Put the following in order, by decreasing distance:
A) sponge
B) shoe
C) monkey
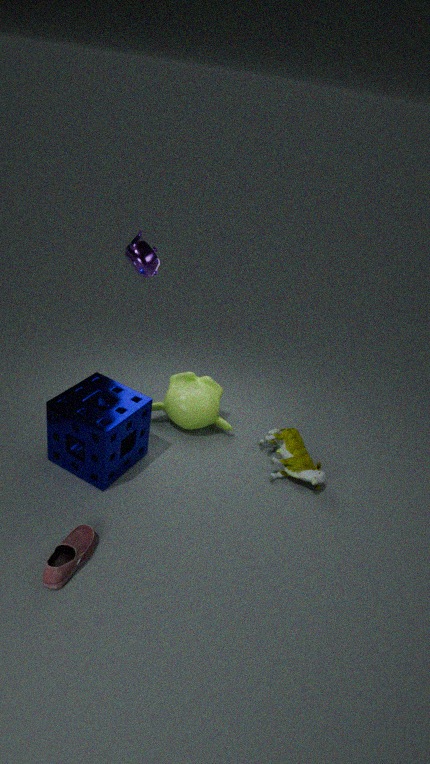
1. monkey
2. sponge
3. shoe
